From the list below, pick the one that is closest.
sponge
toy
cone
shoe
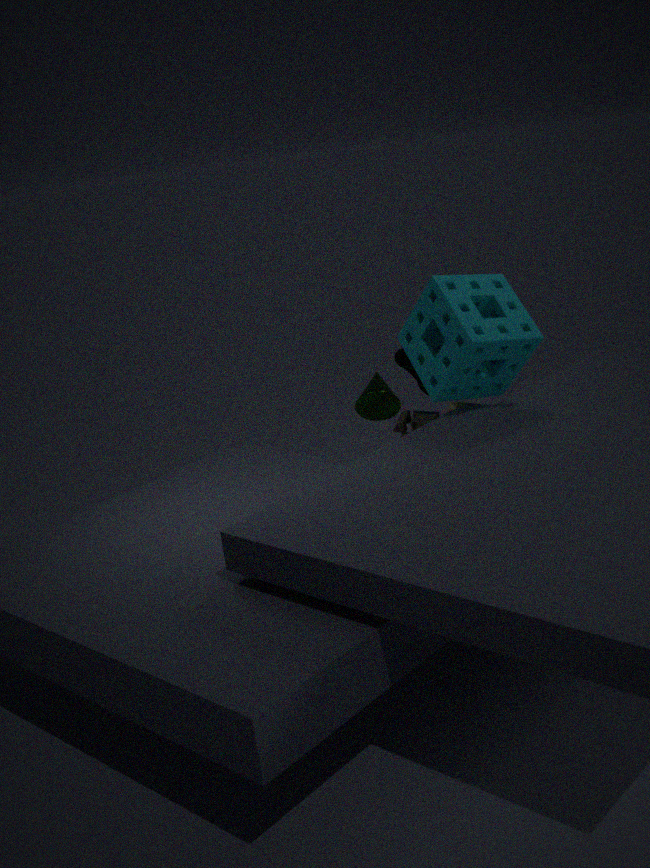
sponge
